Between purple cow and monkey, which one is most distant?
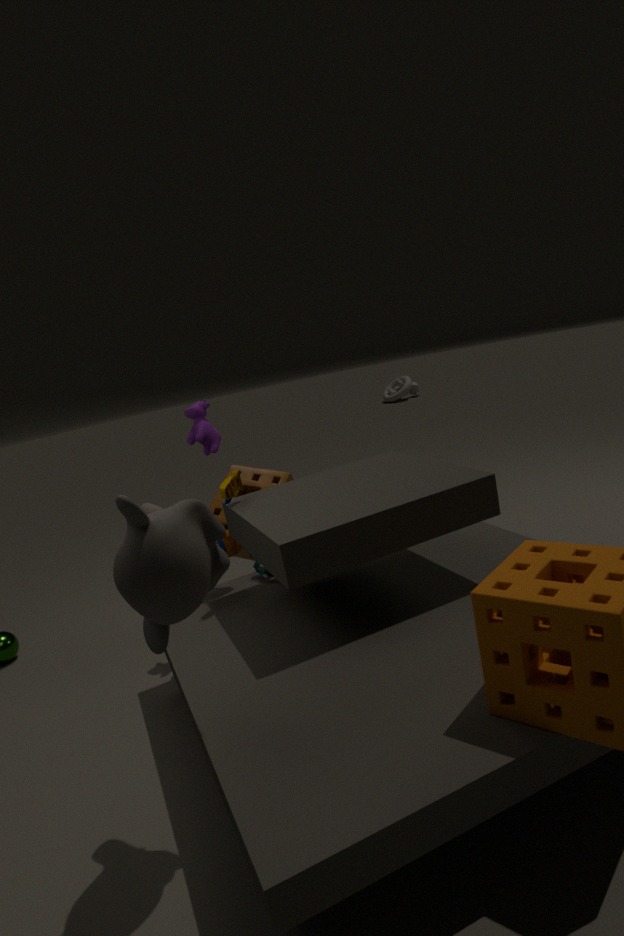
purple cow
